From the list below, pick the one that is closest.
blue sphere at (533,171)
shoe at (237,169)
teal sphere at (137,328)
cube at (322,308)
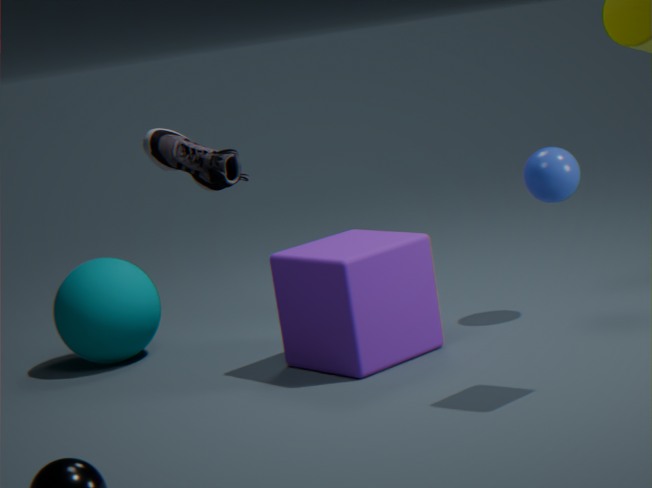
shoe at (237,169)
